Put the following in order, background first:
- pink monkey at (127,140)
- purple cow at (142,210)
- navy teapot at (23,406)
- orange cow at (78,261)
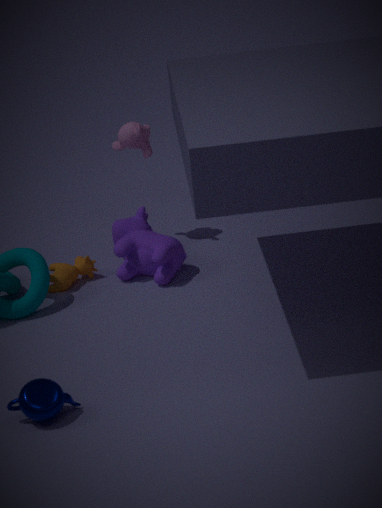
pink monkey at (127,140) → orange cow at (78,261) → purple cow at (142,210) → navy teapot at (23,406)
